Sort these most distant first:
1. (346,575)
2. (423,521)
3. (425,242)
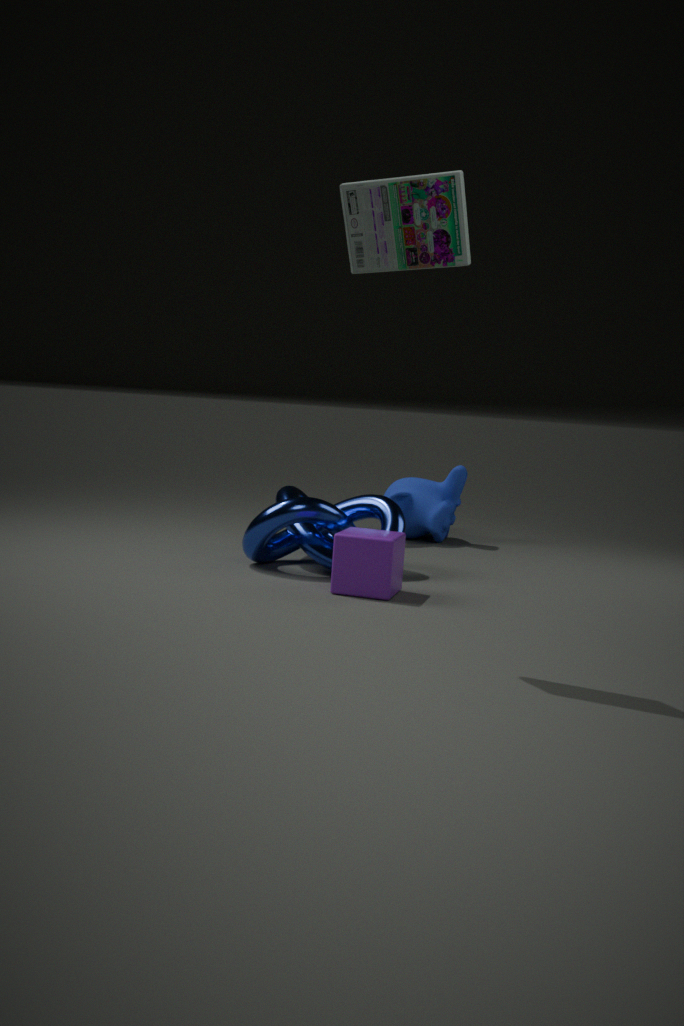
(423,521), (346,575), (425,242)
